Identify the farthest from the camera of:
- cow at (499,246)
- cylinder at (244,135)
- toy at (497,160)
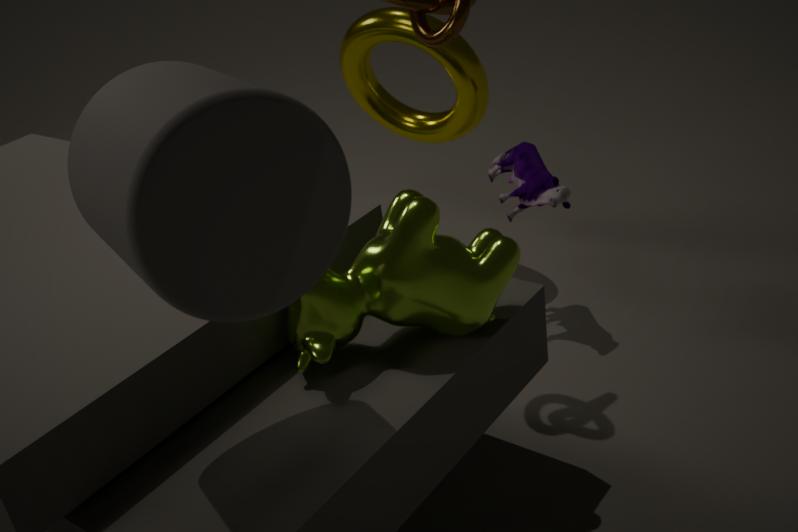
toy at (497,160)
